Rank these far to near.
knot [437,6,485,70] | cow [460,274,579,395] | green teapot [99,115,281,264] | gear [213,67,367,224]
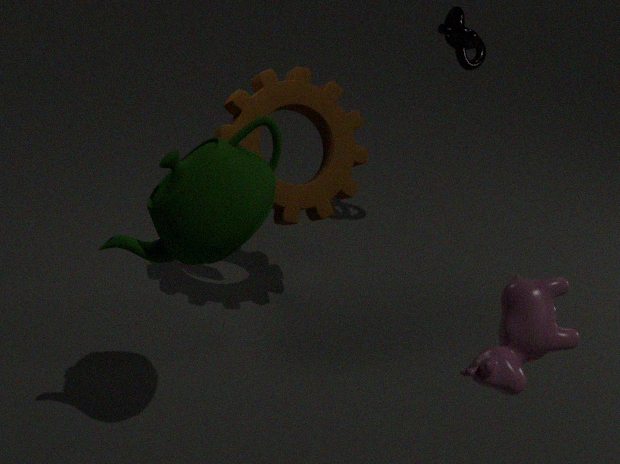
knot [437,6,485,70] < gear [213,67,367,224] < green teapot [99,115,281,264] < cow [460,274,579,395]
